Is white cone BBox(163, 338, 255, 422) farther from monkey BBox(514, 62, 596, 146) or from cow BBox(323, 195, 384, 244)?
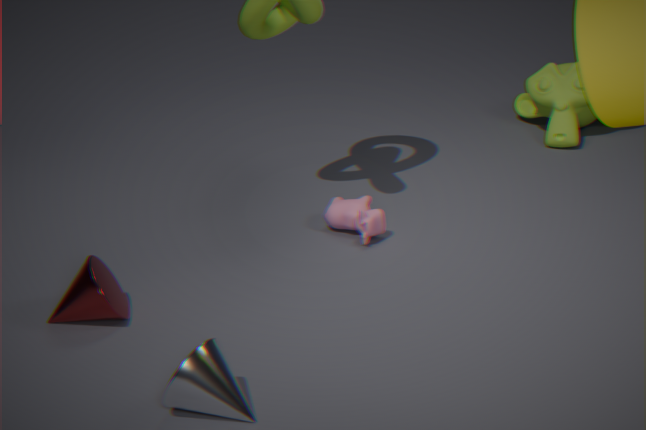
monkey BBox(514, 62, 596, 146)
